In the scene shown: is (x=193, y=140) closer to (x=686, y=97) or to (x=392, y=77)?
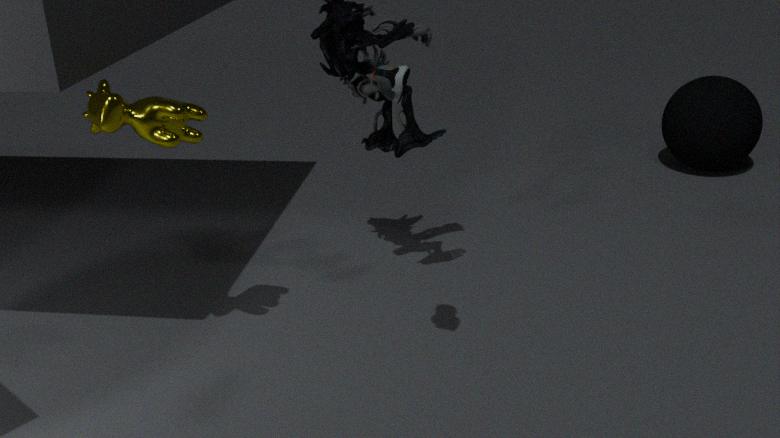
(x=392, y=77)
